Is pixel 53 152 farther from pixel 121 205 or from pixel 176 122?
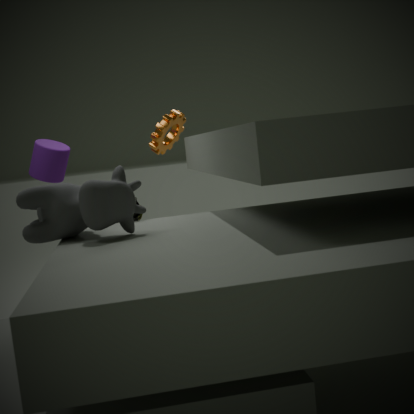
pixel 121 205
